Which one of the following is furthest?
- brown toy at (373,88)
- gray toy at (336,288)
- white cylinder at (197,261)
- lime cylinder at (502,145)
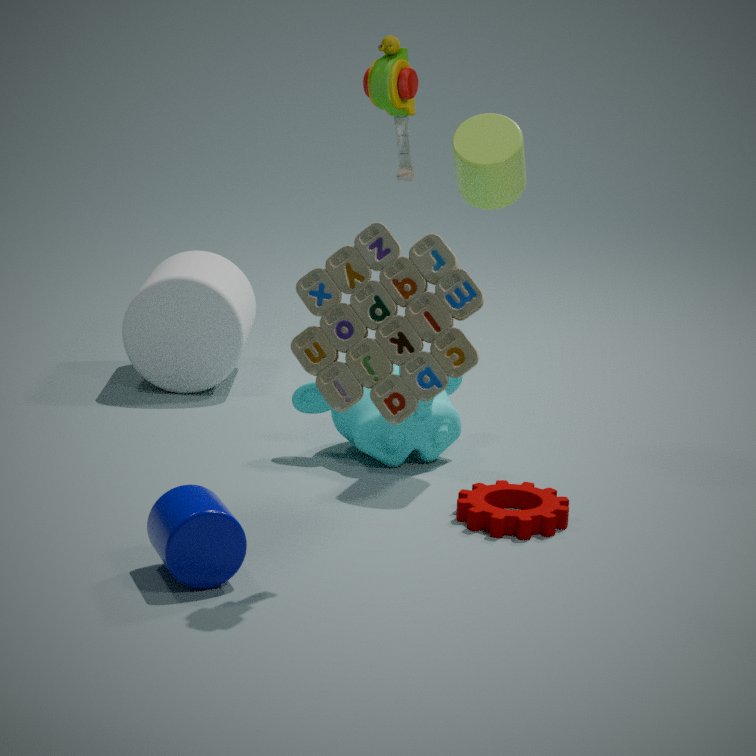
white cylinder at (197,261)
